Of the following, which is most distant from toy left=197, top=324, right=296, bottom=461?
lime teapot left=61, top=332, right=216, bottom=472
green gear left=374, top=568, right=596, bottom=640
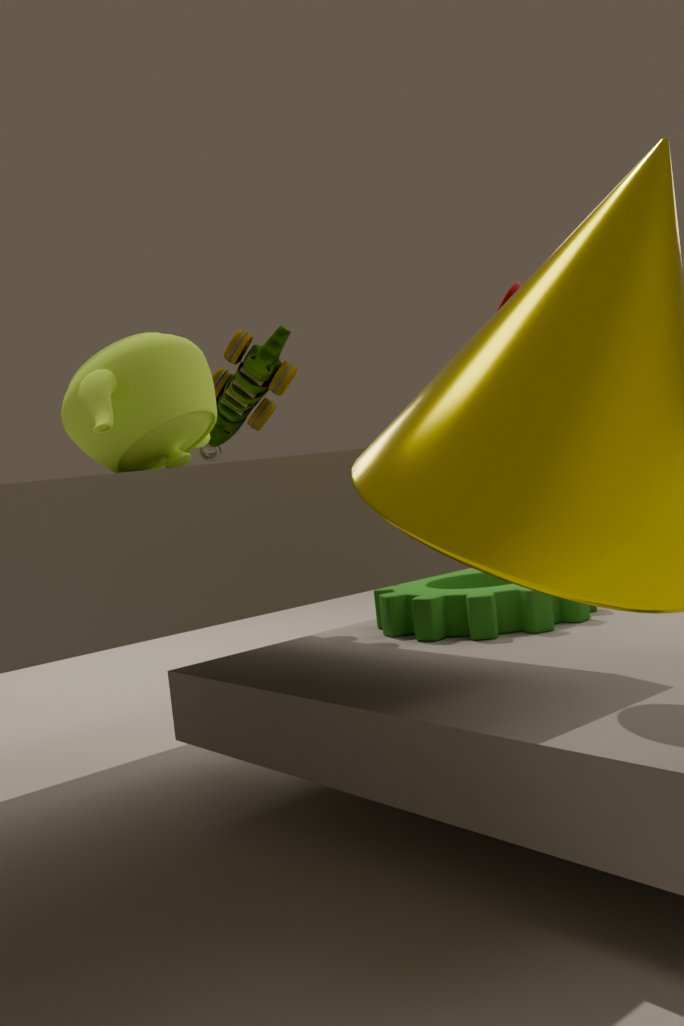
green gear left=374, top=568, right=596, bottom=640
